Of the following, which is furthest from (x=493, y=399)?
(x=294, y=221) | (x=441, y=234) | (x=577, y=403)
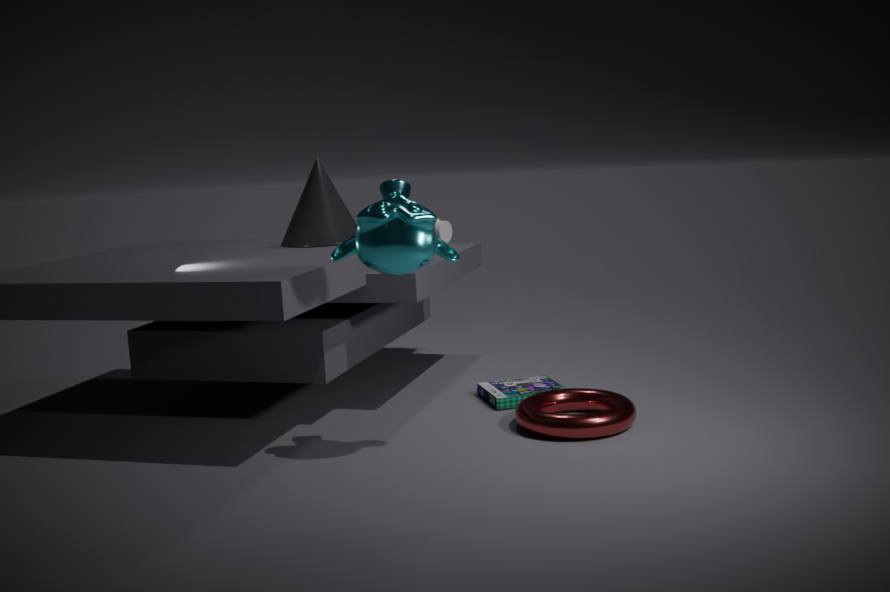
(x=294, y=221)
